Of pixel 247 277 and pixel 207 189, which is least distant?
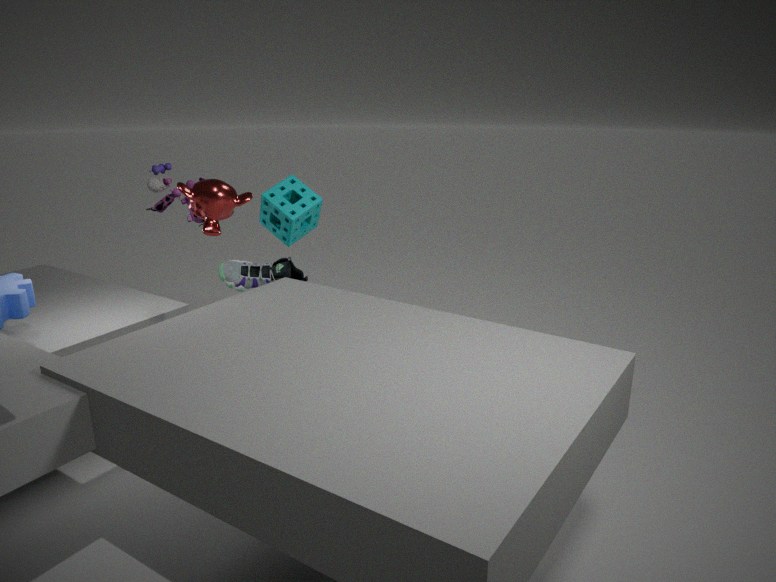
pixel 207 189
